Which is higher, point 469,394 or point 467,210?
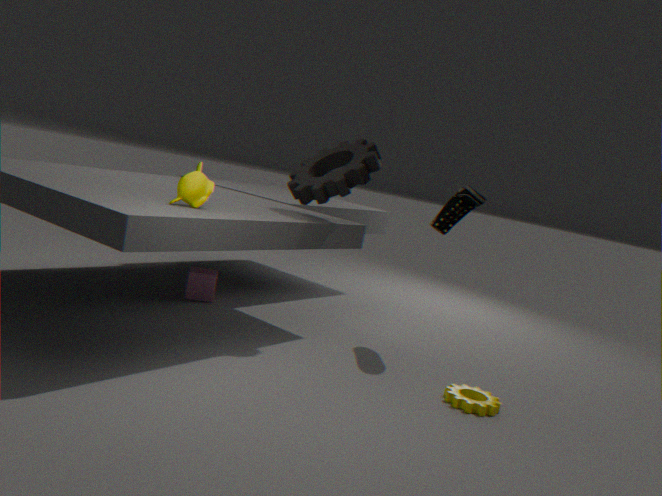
point 467,210
